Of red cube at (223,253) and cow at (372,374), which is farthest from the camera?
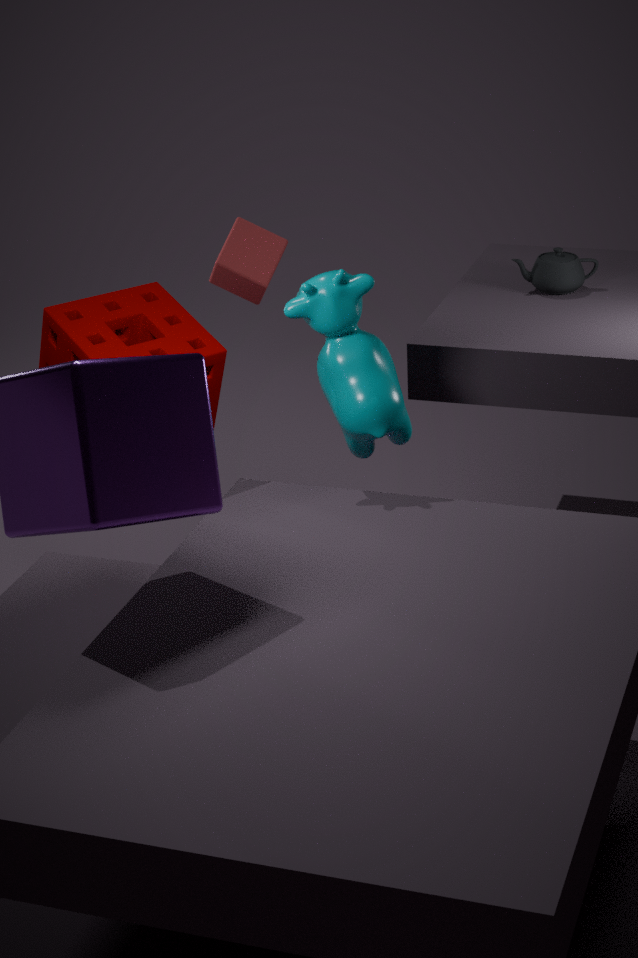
red cube at (223,253)
